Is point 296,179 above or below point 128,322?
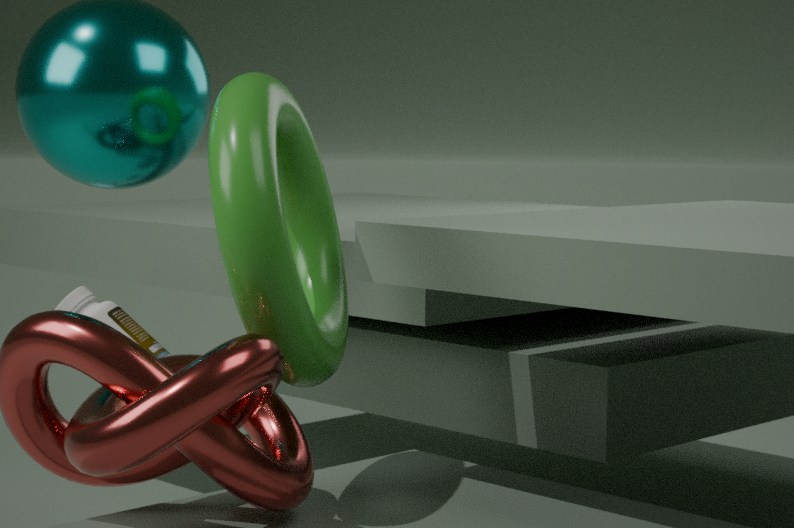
above
